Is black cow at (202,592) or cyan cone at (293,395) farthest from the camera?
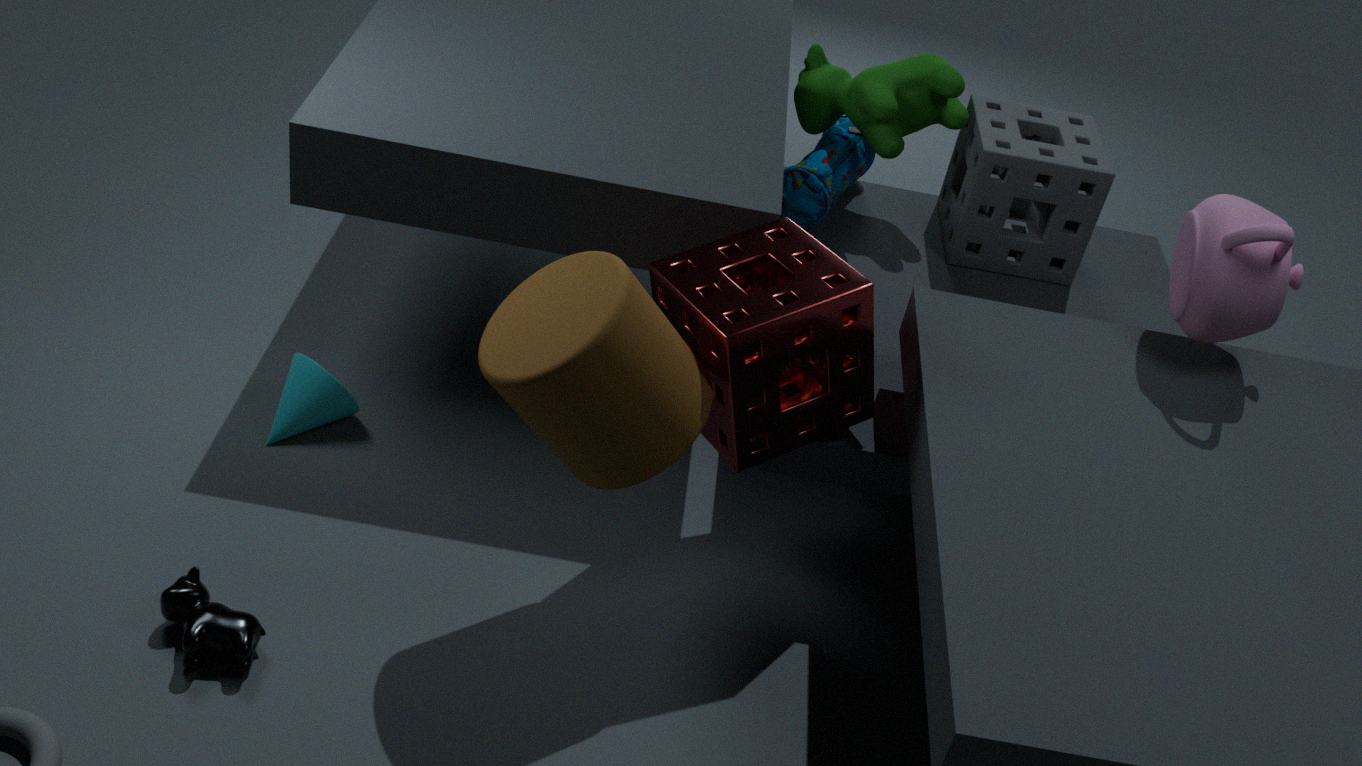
cyan cone at (293,395)
